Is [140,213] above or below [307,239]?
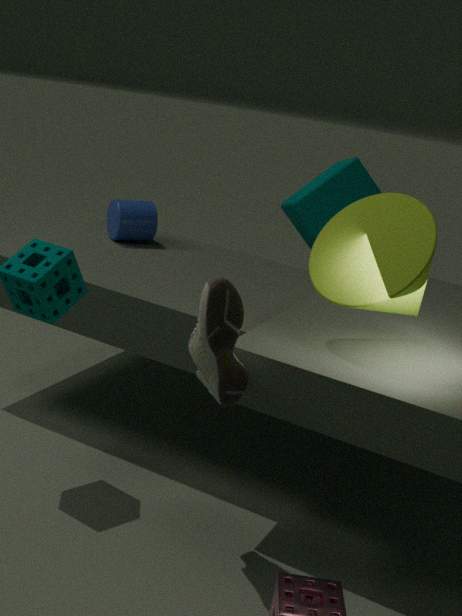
below
